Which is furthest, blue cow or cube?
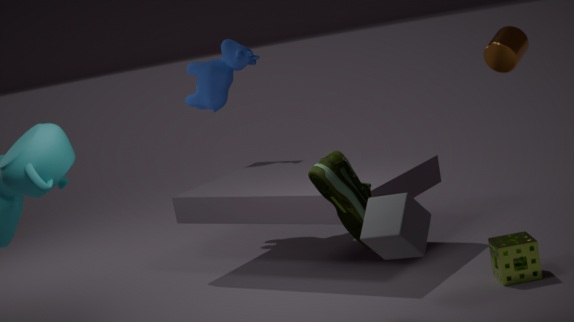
blue cow
